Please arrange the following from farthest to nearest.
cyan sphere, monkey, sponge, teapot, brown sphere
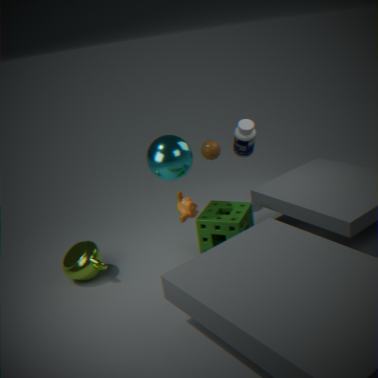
1. brown sphere
2. sponge
3. teapot
4. cyan sphere
5. monkey
